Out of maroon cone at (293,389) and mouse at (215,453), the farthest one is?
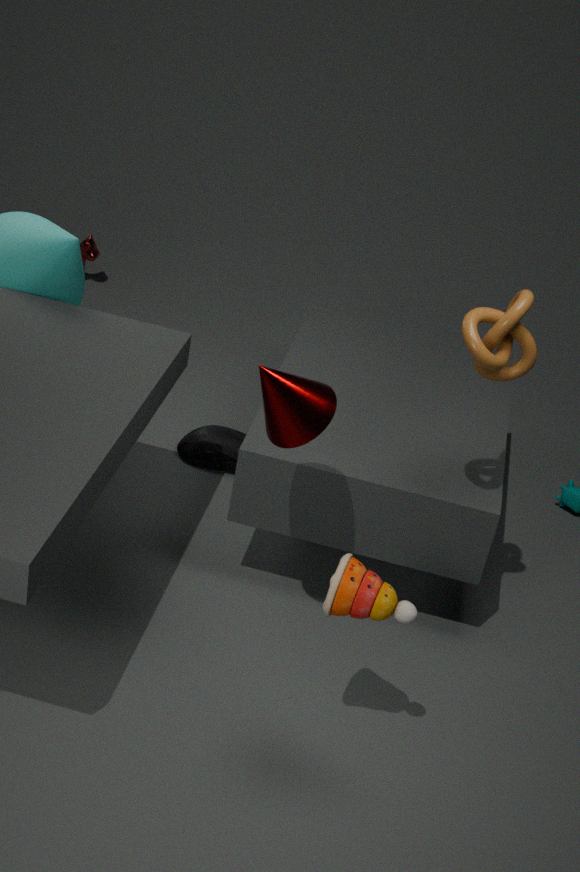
mouse at (215,453)
